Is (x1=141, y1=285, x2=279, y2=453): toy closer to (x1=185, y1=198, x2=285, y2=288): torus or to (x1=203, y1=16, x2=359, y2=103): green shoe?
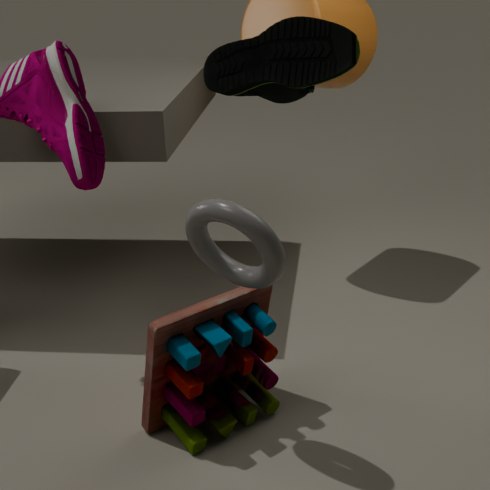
(x1=185, y1=198, x2=285, y2=288): torus
